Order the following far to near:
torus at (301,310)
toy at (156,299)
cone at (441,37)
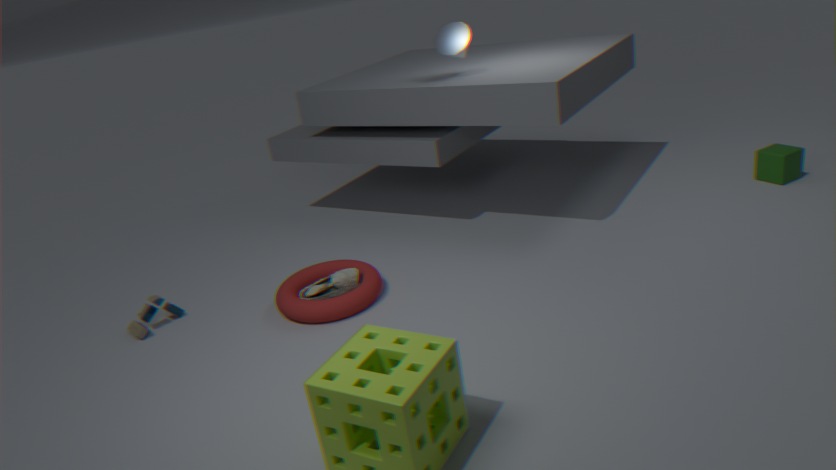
cone at (441,37) < toy at (156,299) < torus at (301,310)
